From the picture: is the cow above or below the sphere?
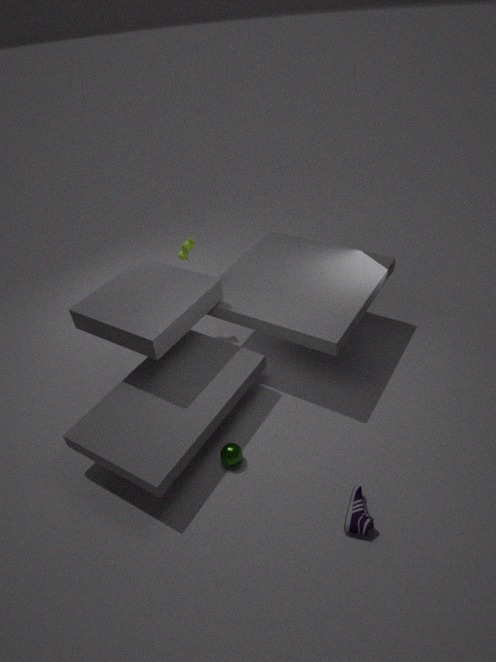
above
